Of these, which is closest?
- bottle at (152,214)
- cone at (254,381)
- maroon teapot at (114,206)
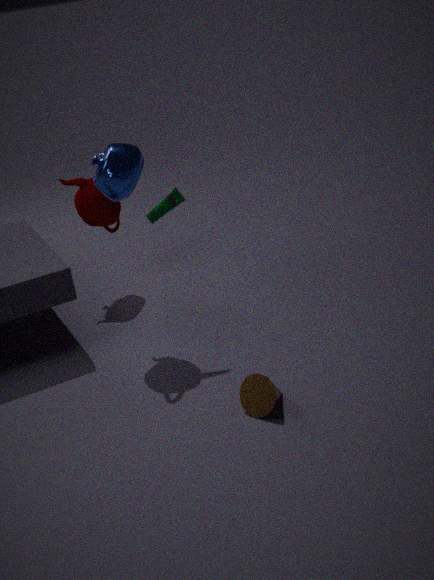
cone at (254,381)
